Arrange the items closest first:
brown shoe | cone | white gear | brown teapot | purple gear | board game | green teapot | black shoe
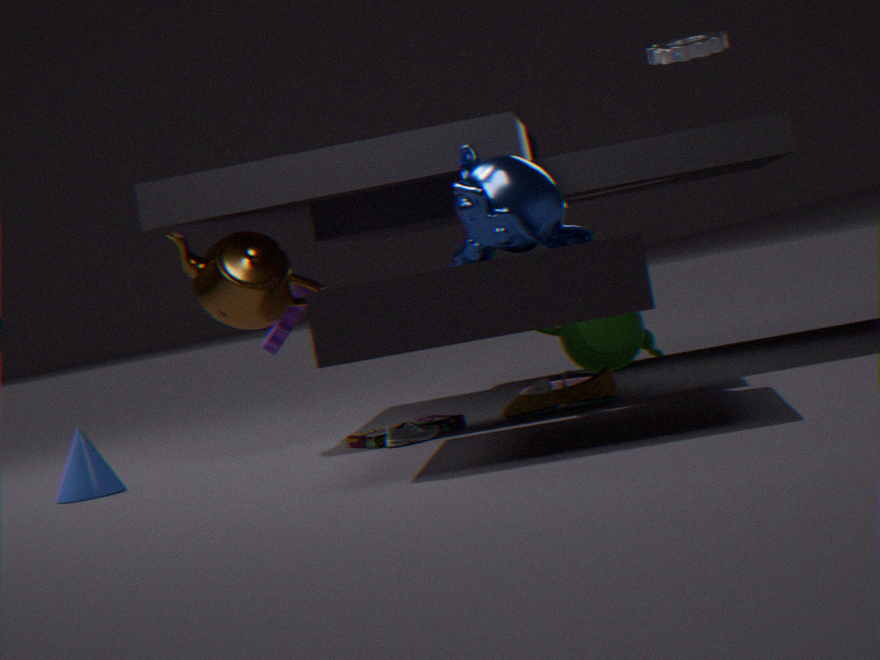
1. black shoe
2. board game
3. cone
4. brown shoe
5. brown teapot
6. purple gear
7. white gear
8. green teapot
